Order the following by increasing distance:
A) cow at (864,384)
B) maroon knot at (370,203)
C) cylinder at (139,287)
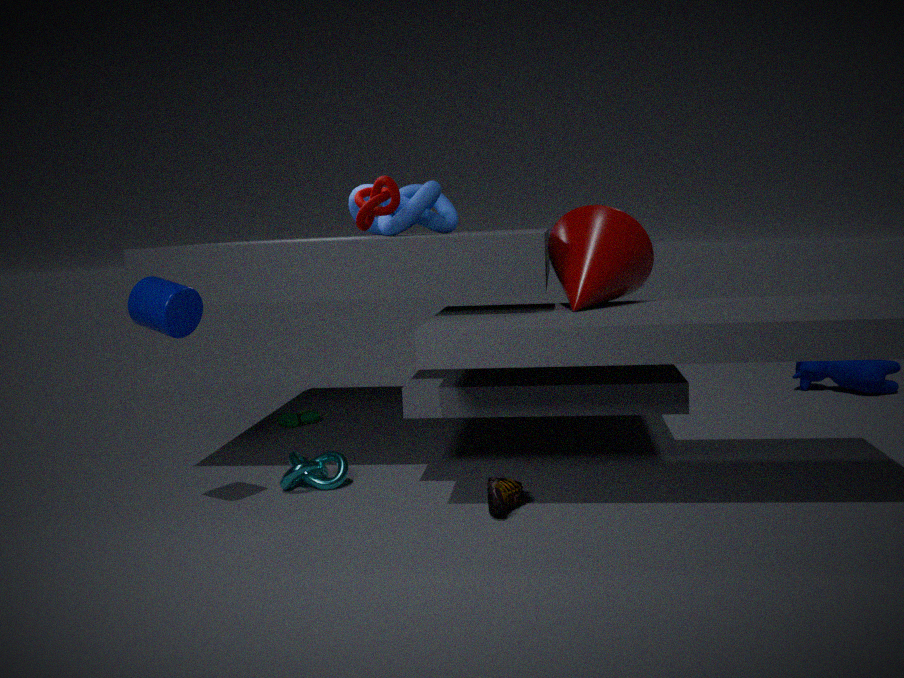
cylinder at (139,287) → maroon knot at (370,203) → cow at (864,384)
